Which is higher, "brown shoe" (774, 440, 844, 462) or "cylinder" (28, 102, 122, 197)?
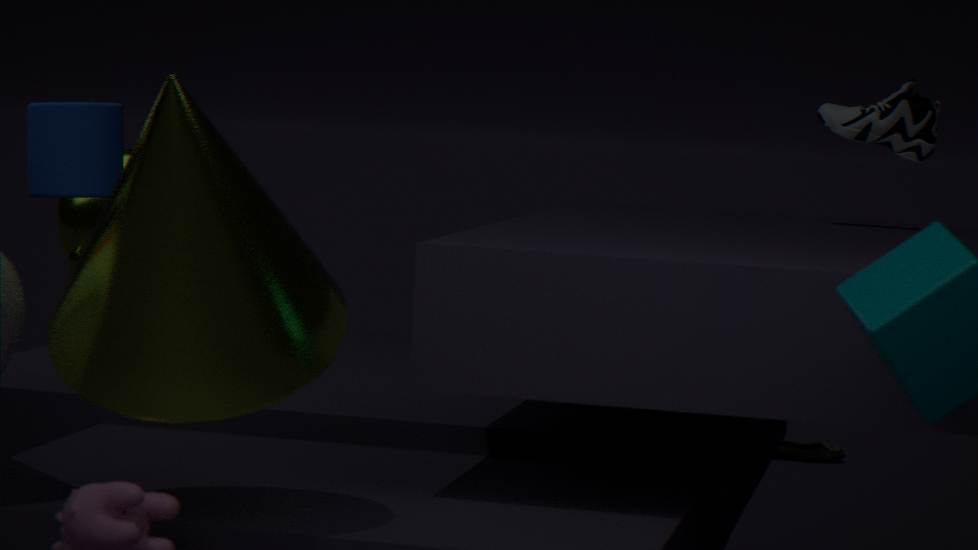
"cylinder" (28, 102, 122, 197)
